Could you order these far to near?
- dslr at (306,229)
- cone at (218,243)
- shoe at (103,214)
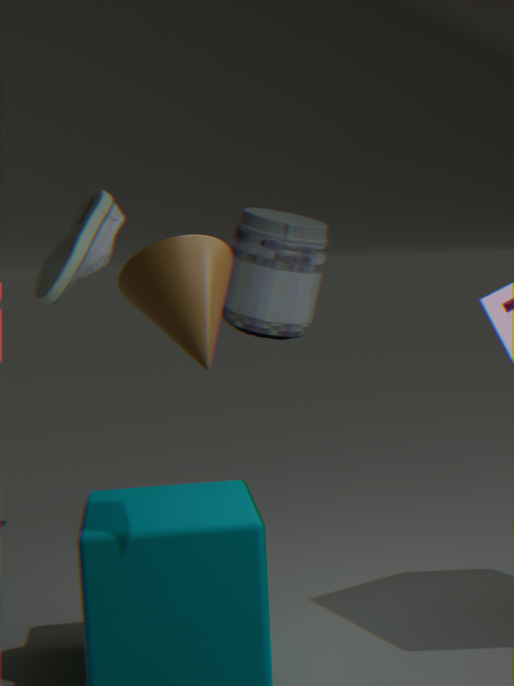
dslr at (306,229) → shoe at (103,214) → cone at (218,243)
